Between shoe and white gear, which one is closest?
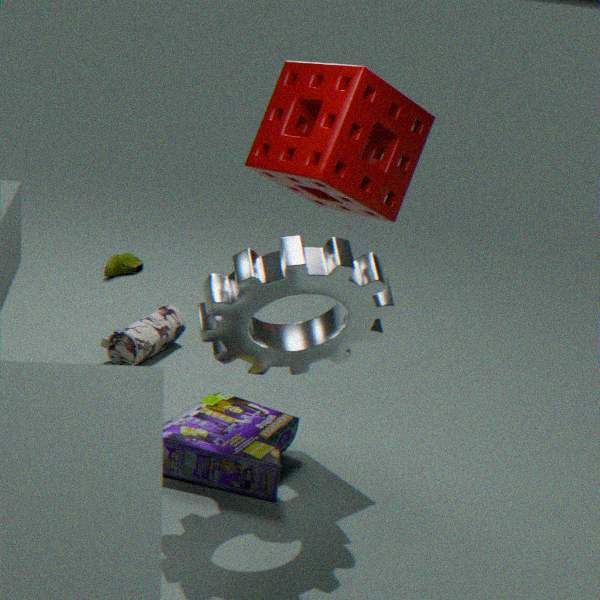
white gear
